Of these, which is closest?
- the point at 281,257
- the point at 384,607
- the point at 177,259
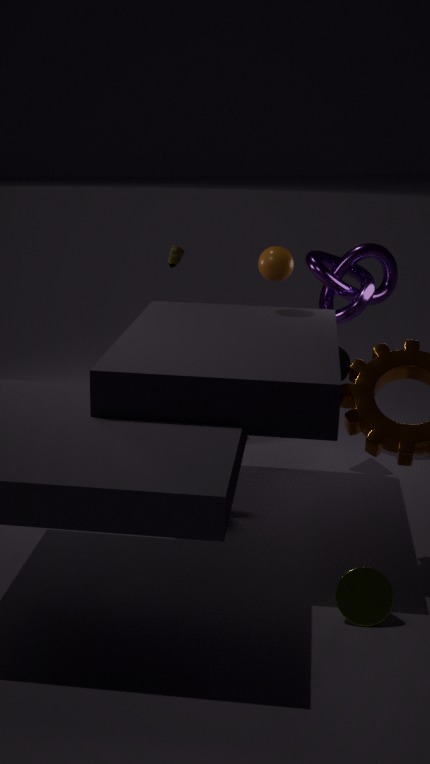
the point at 384,607
